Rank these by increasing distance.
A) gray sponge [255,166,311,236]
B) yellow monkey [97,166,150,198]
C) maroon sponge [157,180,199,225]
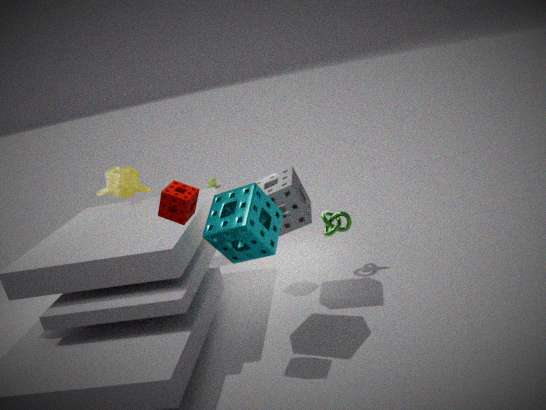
maroon sponge [157,180,199,225], gray sponge [255,166,311,236], yellow monkey [97,166,150,198]
